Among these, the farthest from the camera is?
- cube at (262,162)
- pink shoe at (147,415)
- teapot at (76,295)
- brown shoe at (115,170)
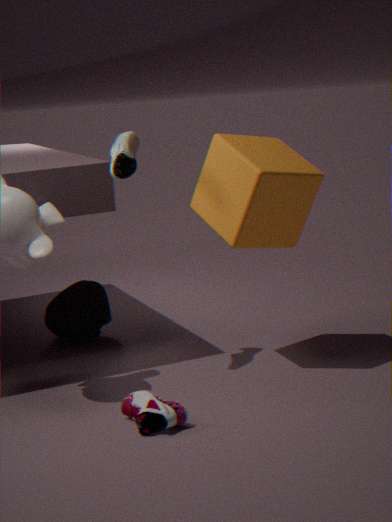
teapot at (76,295)
